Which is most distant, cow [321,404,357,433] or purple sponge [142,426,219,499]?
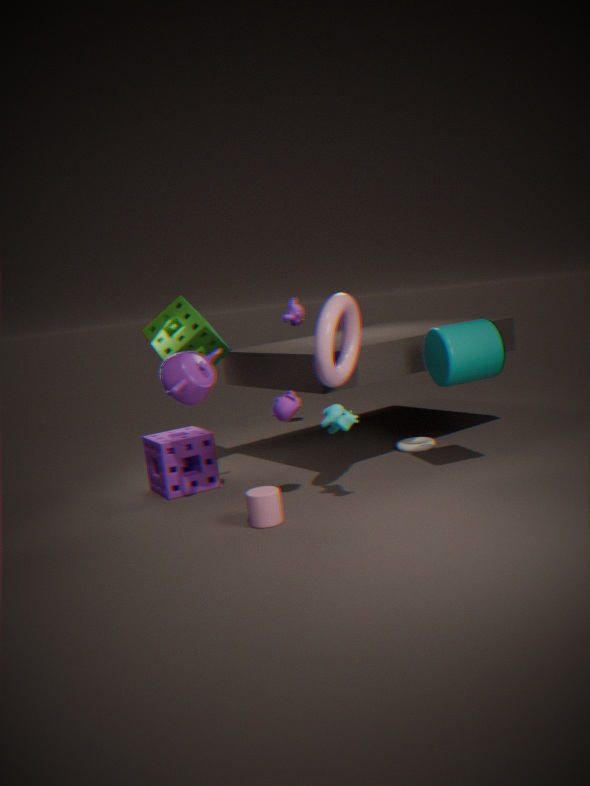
purple sponge [142,426,219,499]
